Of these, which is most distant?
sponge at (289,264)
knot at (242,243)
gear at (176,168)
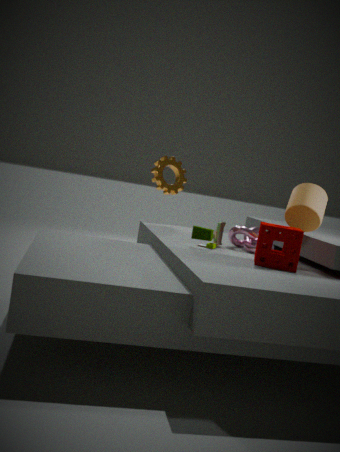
gear at (176,168)
